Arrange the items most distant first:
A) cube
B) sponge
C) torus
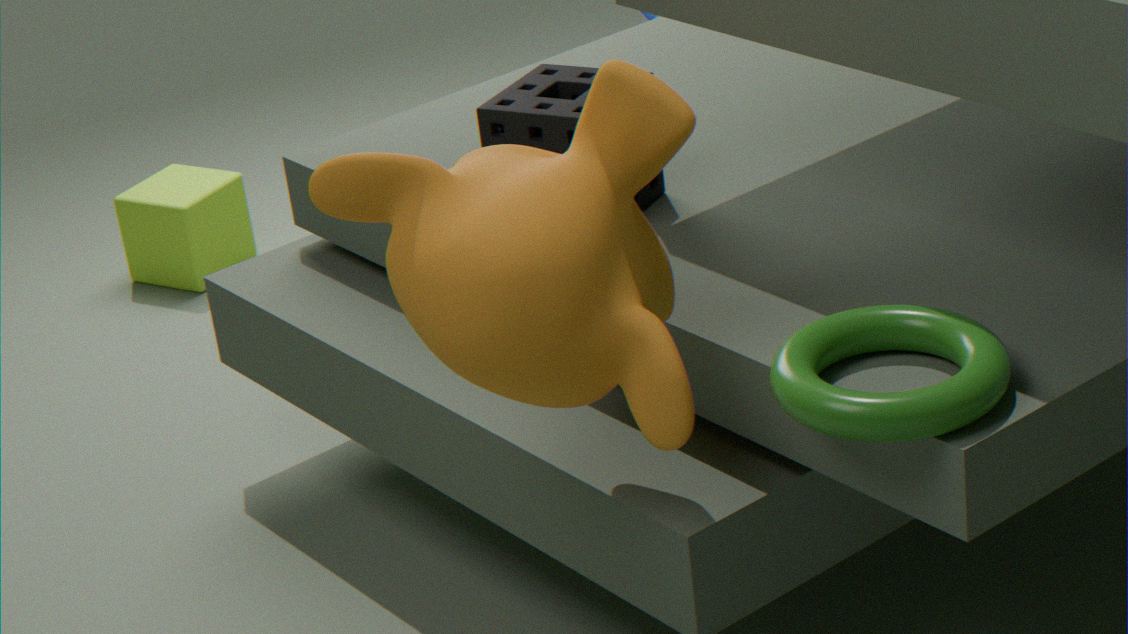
cube < sponge < torus
